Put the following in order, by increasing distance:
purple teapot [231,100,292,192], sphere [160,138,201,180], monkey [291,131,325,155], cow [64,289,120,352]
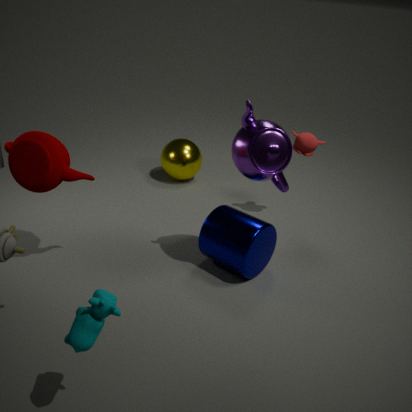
cow [64,289,120,352], purple teapot [231,100,292,192], monkey [291,131,325,155], sphere [160,138,201,180]
